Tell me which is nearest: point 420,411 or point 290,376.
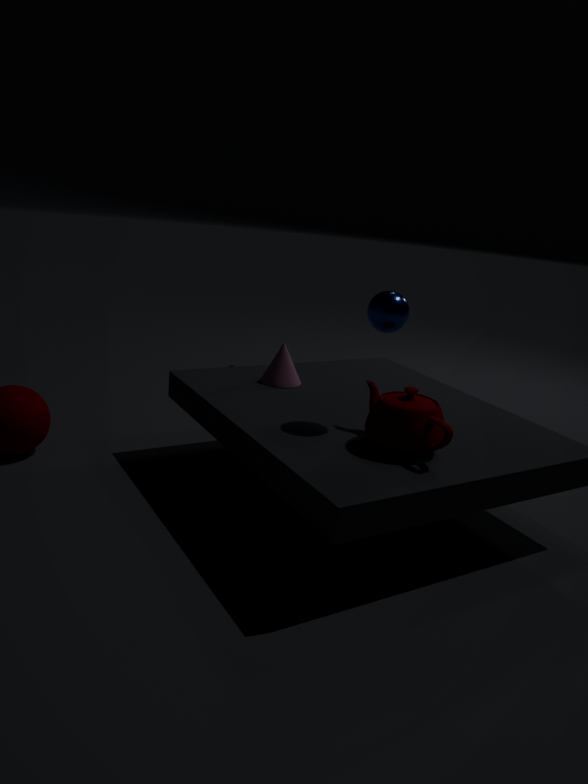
point 420,411
